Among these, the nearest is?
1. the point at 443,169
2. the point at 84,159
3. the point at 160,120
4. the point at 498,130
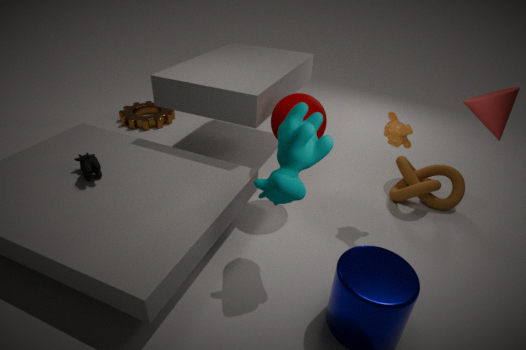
the point at 498,130
